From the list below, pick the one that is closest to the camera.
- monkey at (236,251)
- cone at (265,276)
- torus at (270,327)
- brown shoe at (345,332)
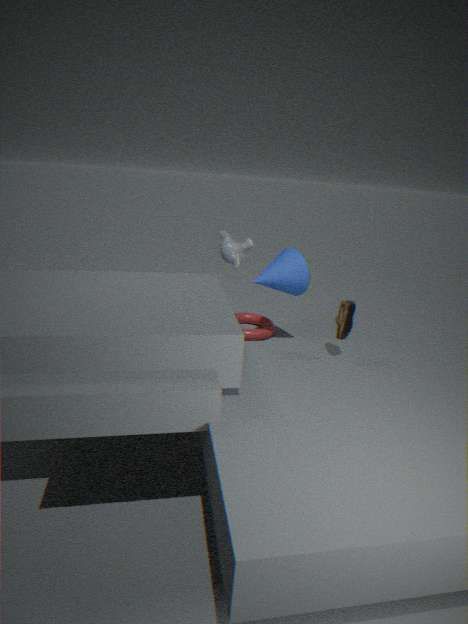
brown shoe at (345,332)
